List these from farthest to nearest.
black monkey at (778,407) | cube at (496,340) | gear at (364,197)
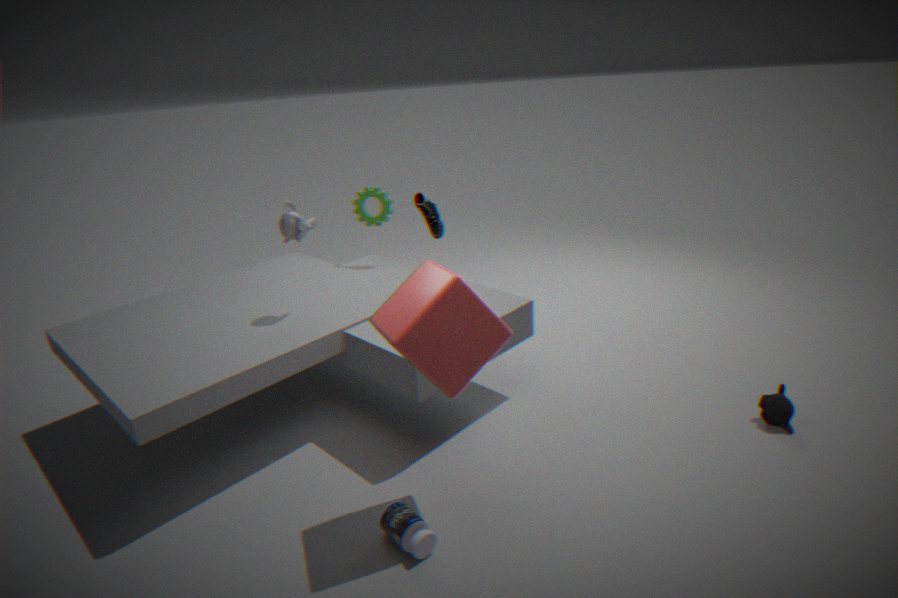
gear at (364,197) → black monkey at (778,407) → cube at (496,340)
